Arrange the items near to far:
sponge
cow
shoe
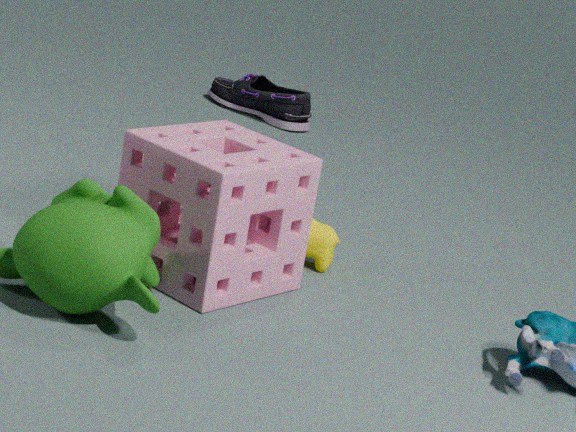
sponge → cow → shoe
